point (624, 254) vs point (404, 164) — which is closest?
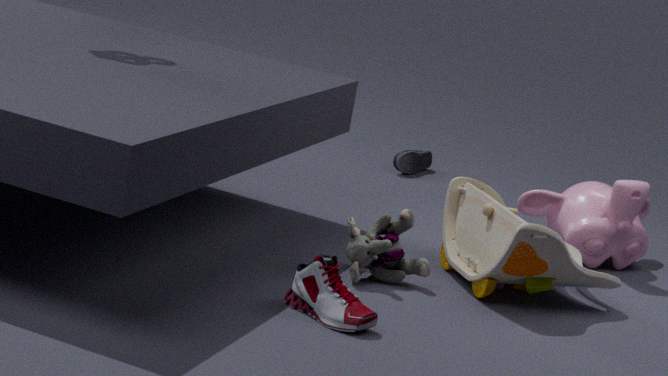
point (624, 254)
